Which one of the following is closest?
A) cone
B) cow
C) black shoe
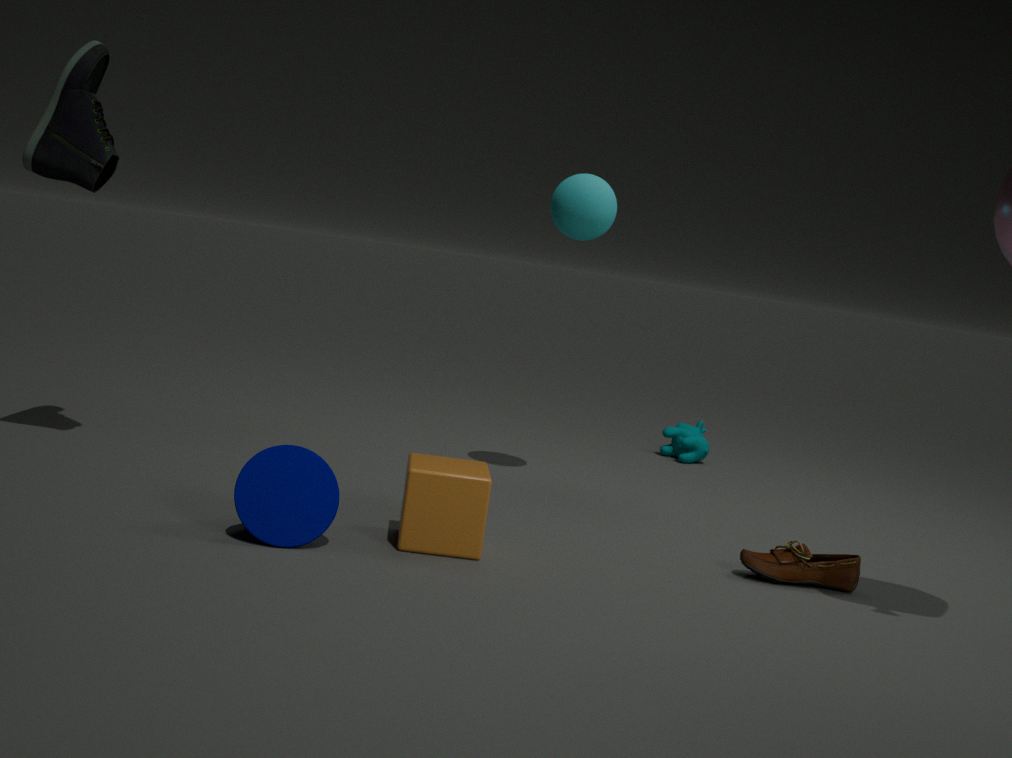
cone
